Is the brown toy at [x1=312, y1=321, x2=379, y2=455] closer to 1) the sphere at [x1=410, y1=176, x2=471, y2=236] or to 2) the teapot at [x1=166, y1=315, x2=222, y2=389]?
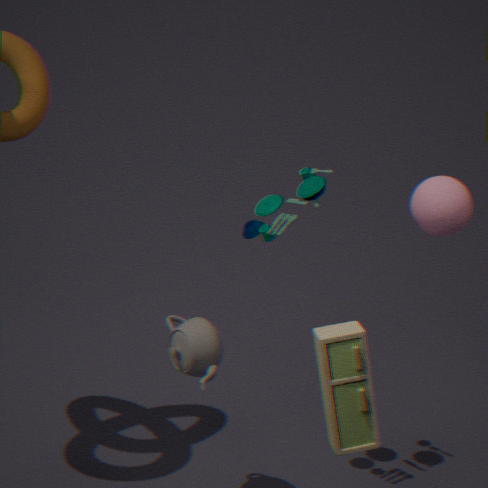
2) the teapot at [x1=166, y1=315, x2=222, y2=389]
